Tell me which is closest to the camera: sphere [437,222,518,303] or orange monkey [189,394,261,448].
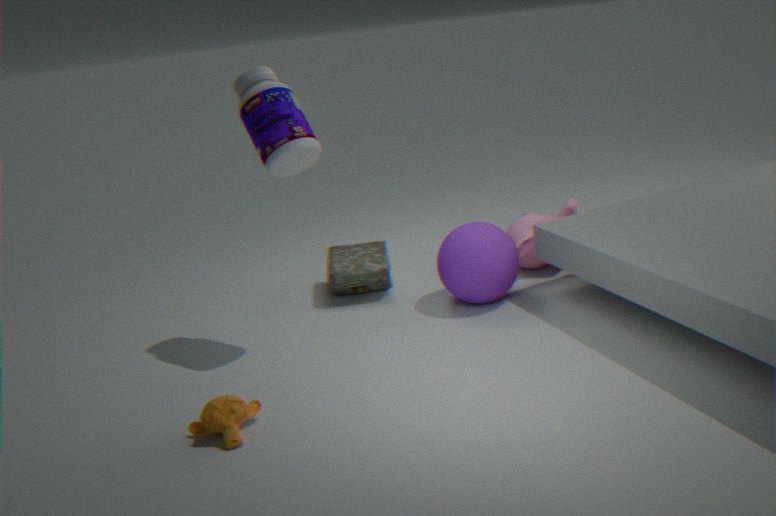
orange monkey [189,394,261,448]
